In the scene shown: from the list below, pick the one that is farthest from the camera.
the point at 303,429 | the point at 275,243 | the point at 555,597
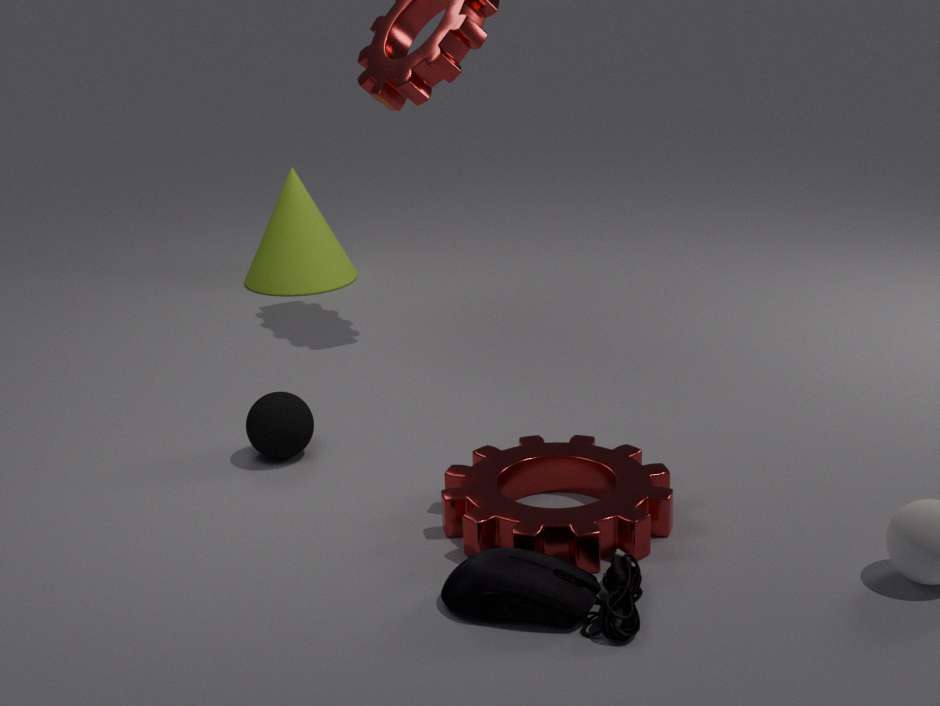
the point at 275,243
